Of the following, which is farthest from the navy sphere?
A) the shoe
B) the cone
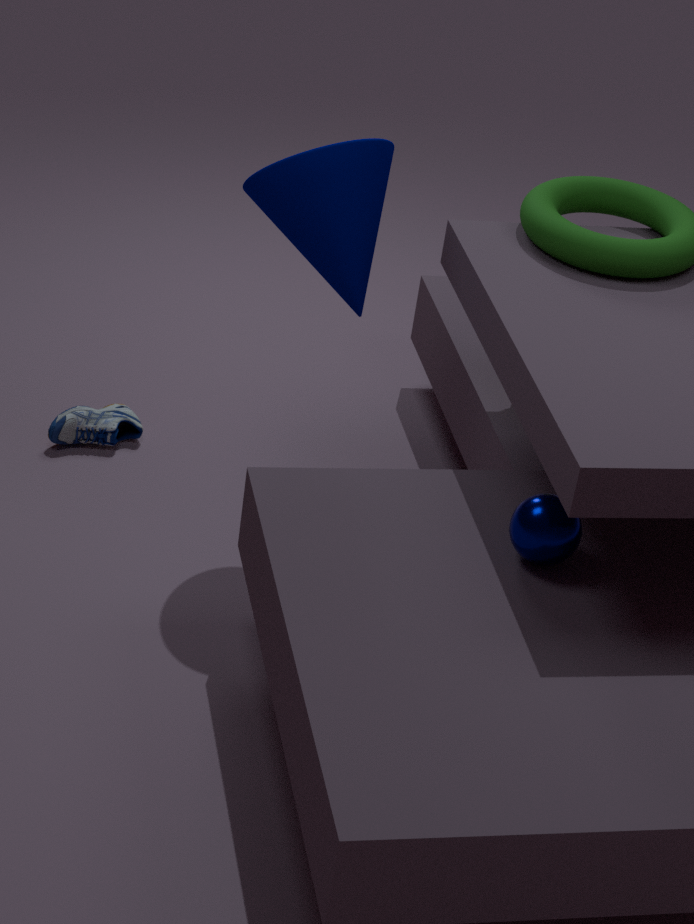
the shoe
